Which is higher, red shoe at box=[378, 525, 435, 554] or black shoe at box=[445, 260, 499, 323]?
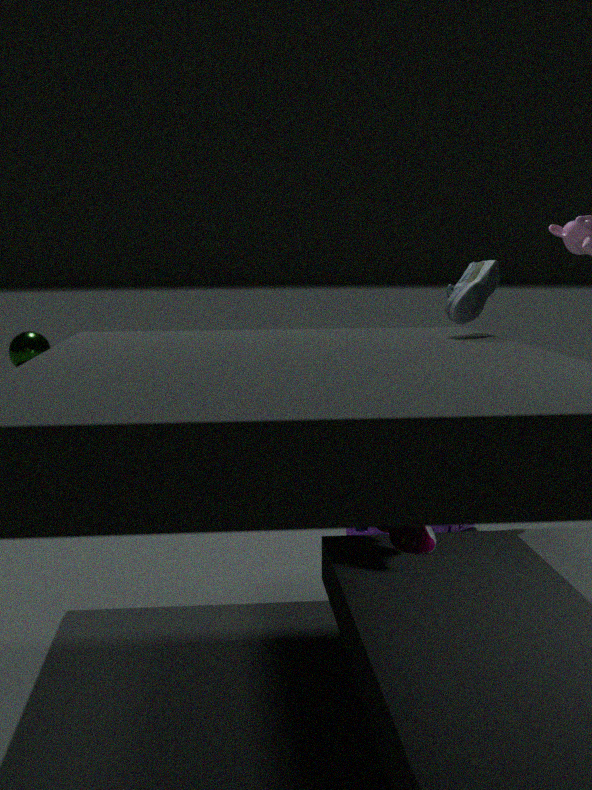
black shoe at box=[445, 260, 499, 323]
